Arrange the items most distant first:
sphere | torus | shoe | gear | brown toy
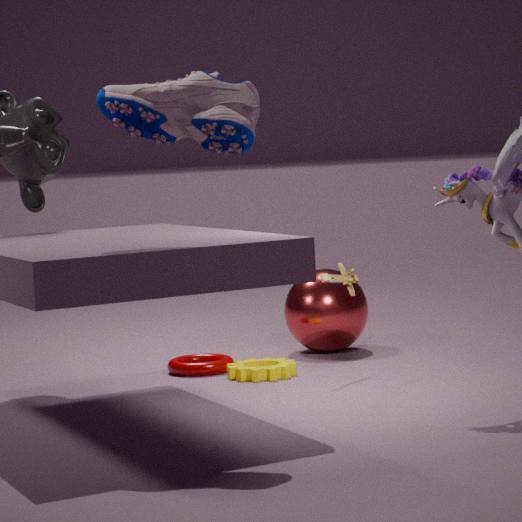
sphere
torus
gear
brown toy
shoe
